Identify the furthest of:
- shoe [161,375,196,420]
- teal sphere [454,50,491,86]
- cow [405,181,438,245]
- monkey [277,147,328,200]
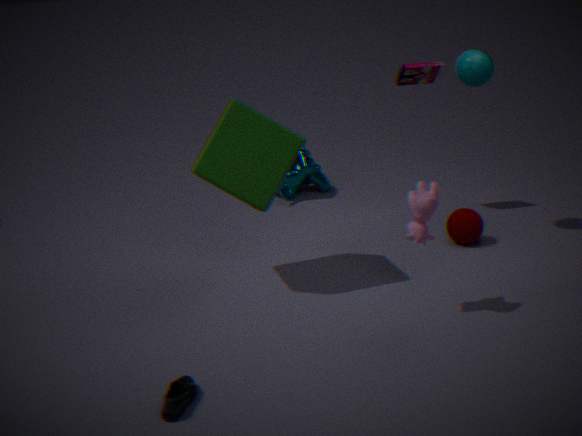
monkey [277,147,328,200]
